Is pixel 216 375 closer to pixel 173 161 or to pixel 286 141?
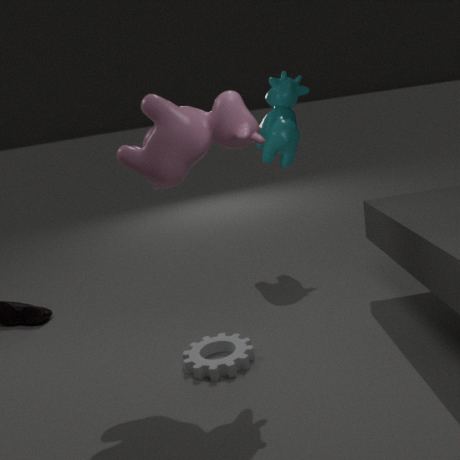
pixel 173 161
